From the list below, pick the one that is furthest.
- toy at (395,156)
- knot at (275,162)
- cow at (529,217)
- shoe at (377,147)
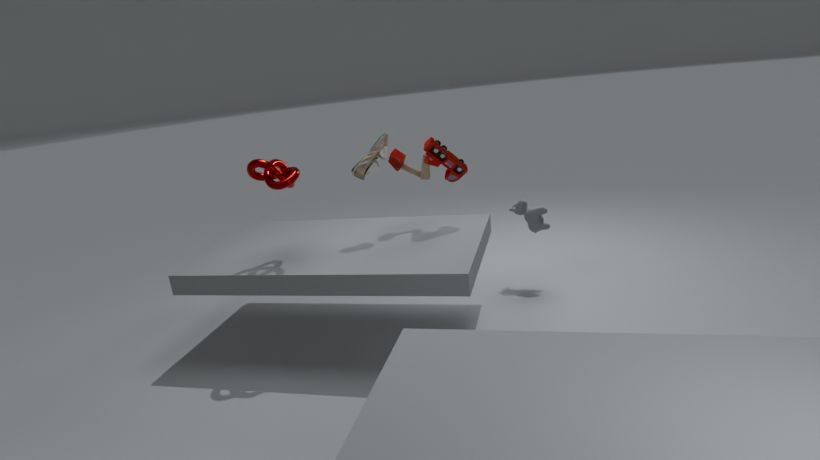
cow at (529,217)
